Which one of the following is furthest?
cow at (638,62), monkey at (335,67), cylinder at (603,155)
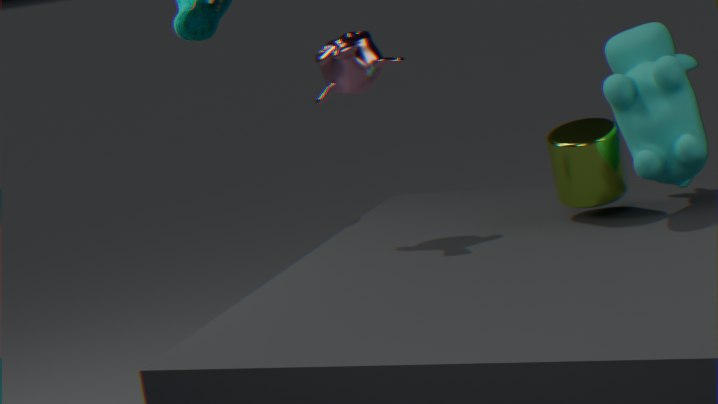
monkey at (335,67)
